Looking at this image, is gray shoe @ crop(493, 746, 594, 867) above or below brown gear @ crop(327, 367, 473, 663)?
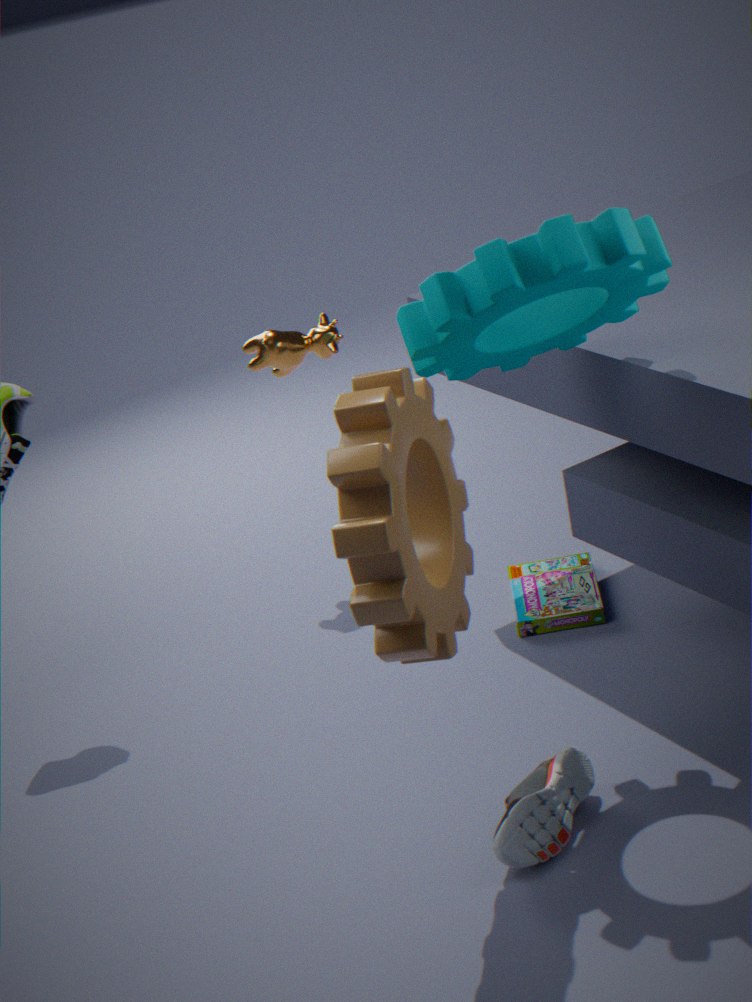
below
